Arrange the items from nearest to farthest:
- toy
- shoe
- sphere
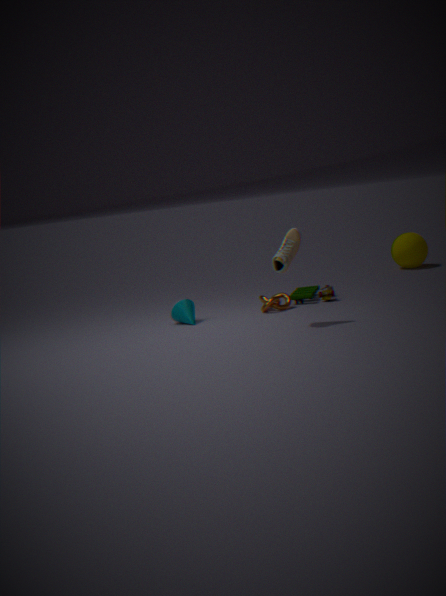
shoe
toy
sphere
